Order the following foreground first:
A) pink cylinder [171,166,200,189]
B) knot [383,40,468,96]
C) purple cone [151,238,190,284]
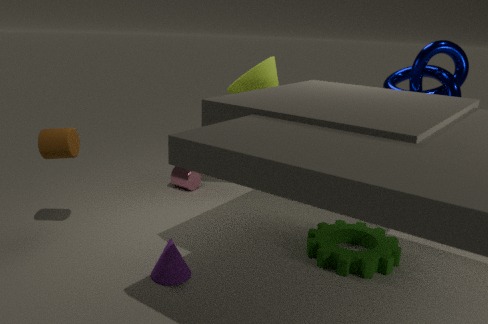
purple cone [151,238,190,284], knot [383,40,468,96], pink cylinder [171,166,200,189]
